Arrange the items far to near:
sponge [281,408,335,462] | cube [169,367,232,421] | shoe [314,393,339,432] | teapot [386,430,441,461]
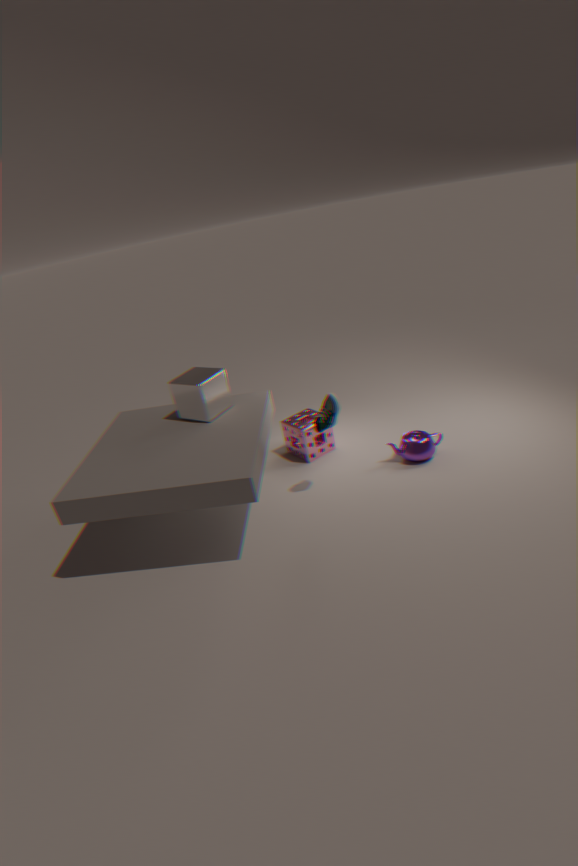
sponge [281,408,335,462] → teapot [386,430,441,461] → cube [169,367,232,421] → shoe [314,393,339,432]
